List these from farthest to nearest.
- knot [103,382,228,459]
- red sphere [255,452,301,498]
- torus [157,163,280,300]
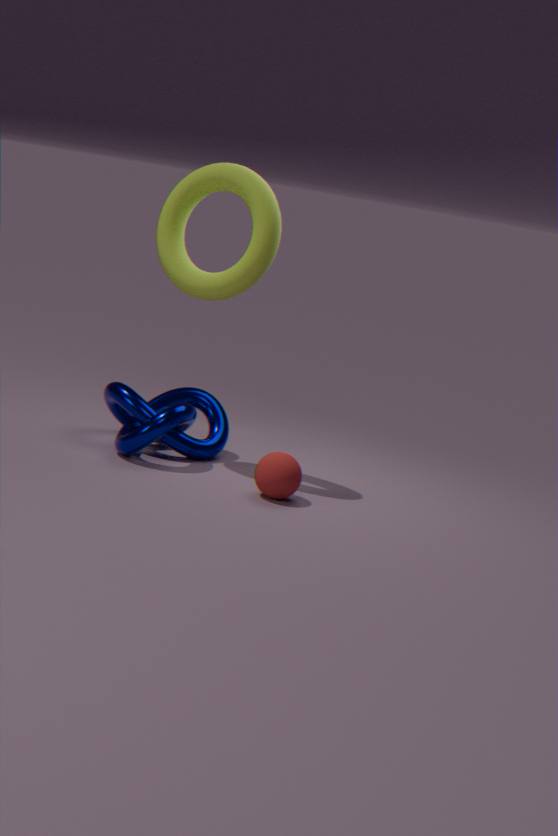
knot [103,382,228,459], torus [157,163,280,300], red sphere [255,452,301,498]
